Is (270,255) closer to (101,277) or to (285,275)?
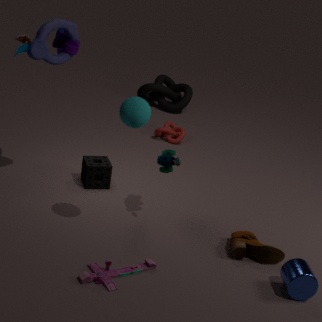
(285,275)
